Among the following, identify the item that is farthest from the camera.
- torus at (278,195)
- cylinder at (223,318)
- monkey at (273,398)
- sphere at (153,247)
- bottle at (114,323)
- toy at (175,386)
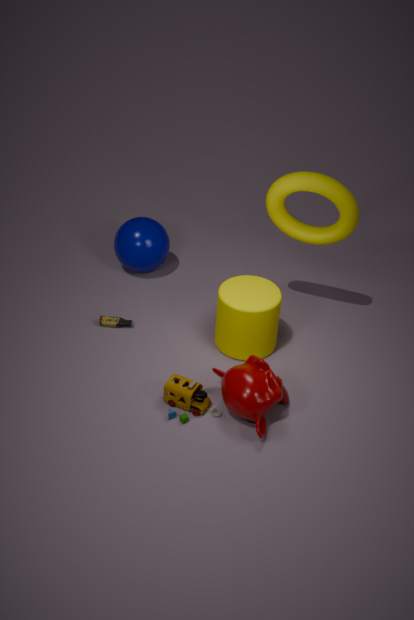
sphere at (153,247)
